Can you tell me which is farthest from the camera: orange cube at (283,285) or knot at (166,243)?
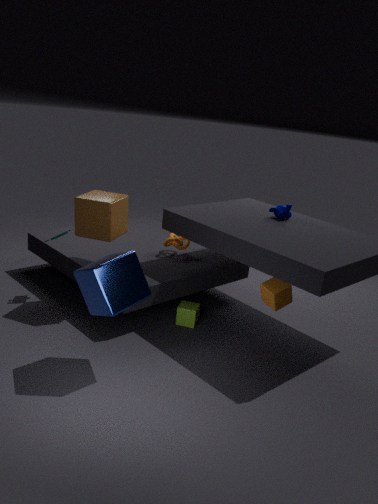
knot at (166,243)
